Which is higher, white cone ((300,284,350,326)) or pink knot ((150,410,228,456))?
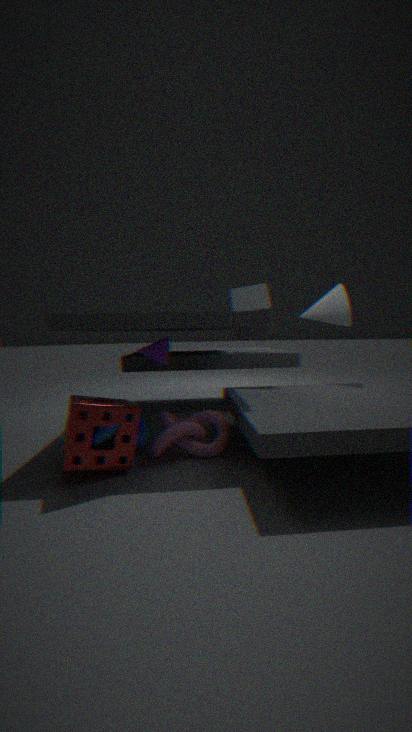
white cone ((300,284,350,326))
